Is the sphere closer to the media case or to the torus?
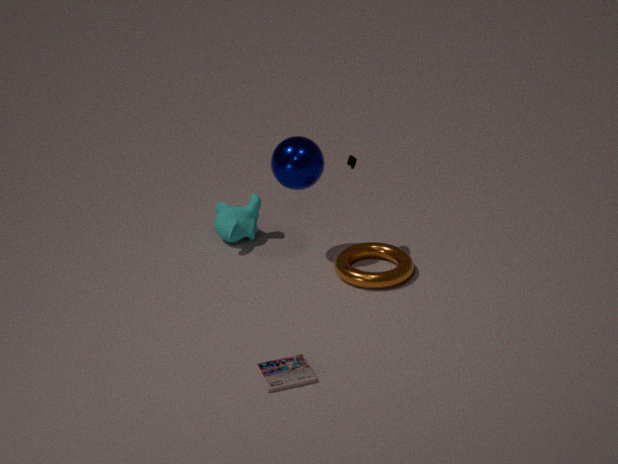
the torus
